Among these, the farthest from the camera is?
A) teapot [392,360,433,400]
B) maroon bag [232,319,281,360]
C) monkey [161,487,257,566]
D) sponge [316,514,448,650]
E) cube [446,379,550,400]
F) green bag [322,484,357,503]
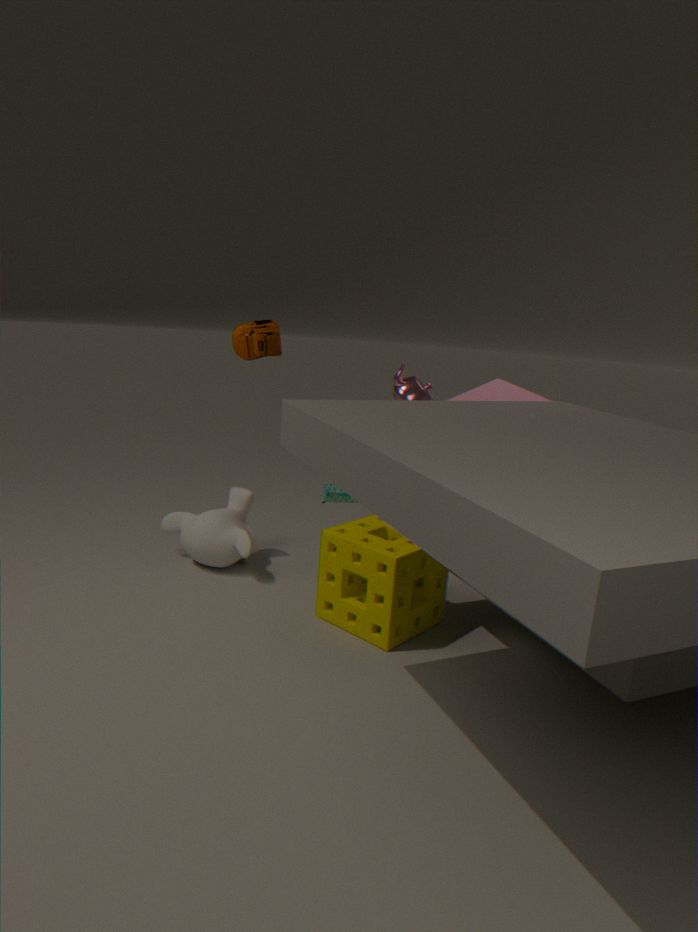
green bag [322,484,357,503]
